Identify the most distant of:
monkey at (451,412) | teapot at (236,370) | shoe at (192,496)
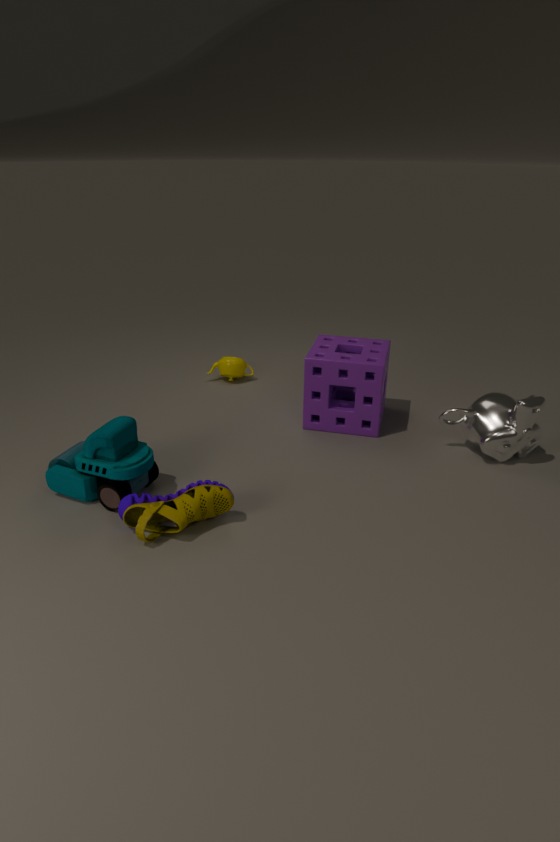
teapot at (236,370)
